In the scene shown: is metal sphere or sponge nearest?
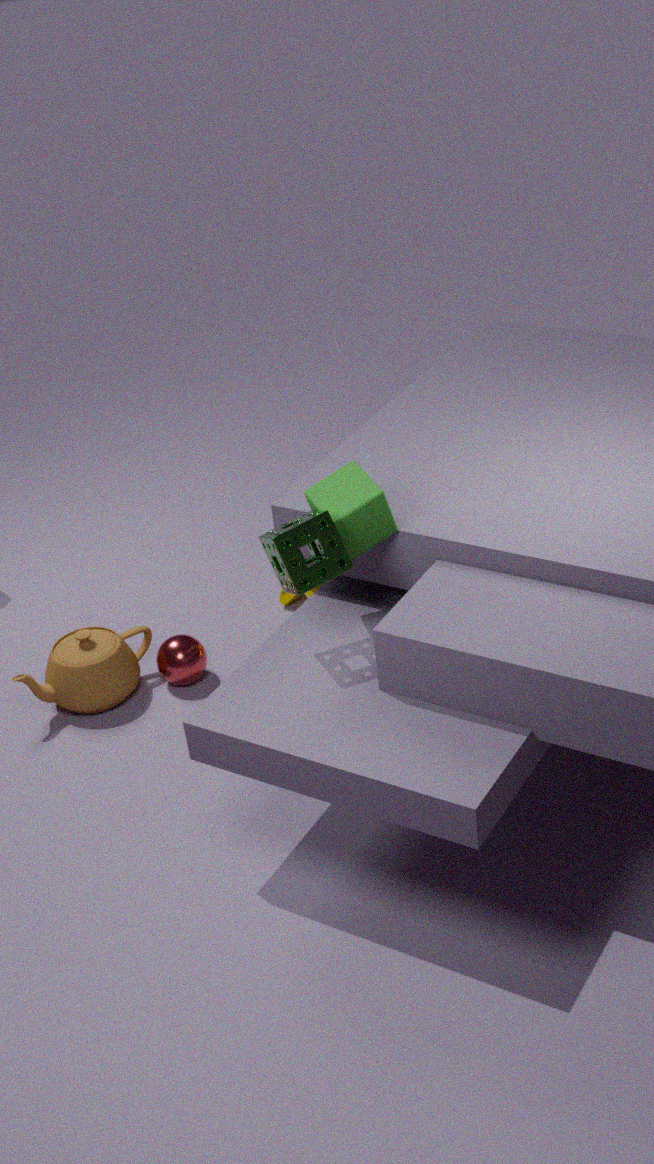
sponge
